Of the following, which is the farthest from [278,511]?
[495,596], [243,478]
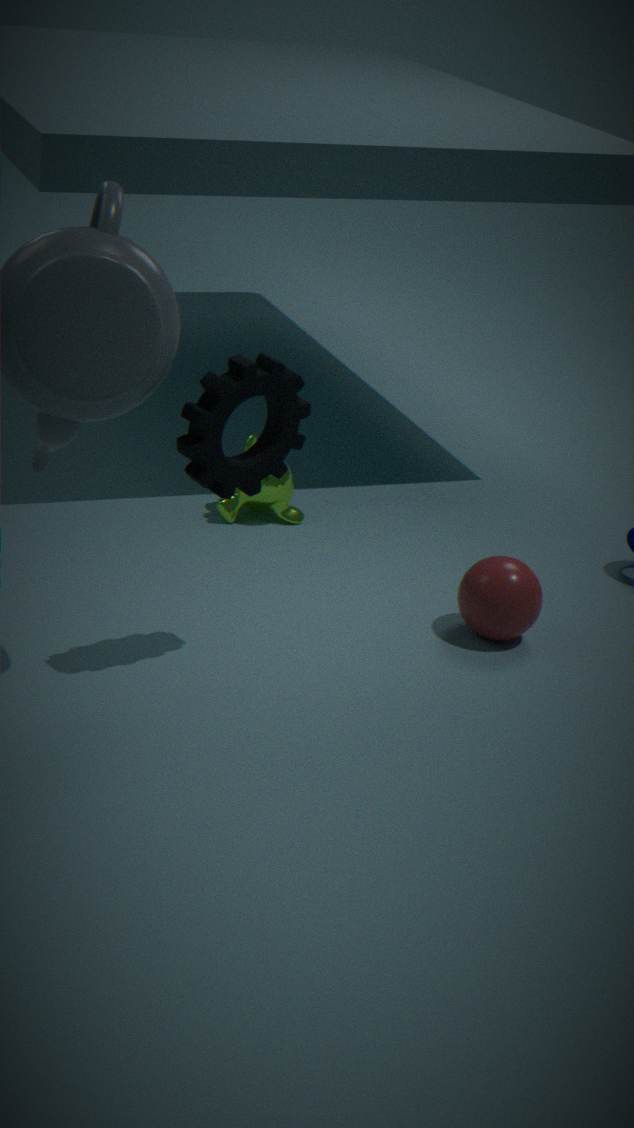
[243,478]
